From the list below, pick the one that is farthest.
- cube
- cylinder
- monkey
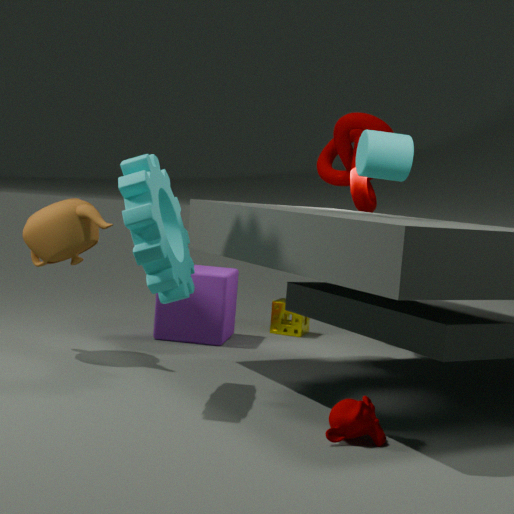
cube
